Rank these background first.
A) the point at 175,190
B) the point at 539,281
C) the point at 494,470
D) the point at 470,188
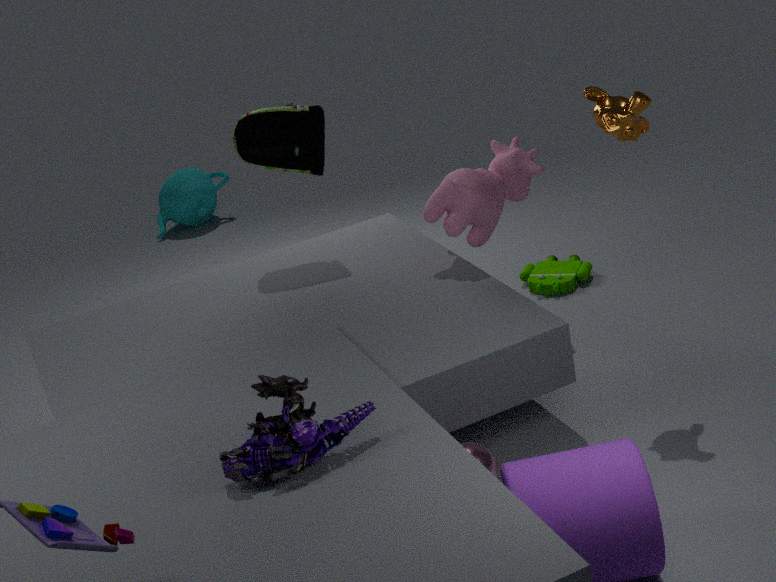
1. the point at 175,190
2. the point at 539,281
3. the point at 470,188
4. the point at 494,470
